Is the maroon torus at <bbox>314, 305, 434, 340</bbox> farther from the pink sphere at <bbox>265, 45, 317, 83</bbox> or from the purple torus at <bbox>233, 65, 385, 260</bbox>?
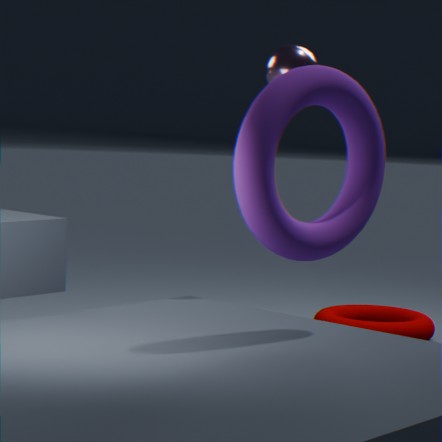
Result: the purple torus at <bbox>233, 65, 385, 260</bbox>
